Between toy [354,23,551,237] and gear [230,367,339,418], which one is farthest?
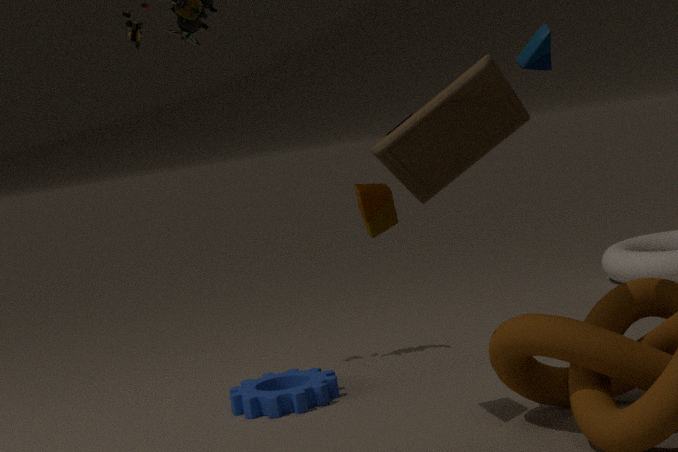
gear [230,367,339,418]
